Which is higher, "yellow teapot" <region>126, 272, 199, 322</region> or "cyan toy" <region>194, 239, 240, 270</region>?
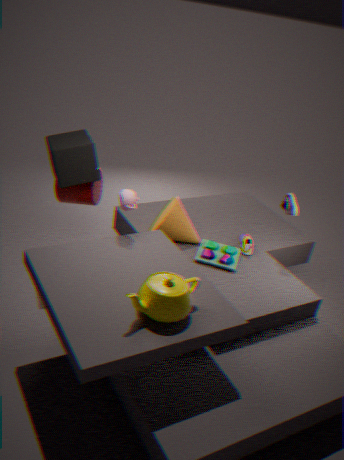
"yellow teapot" <region>126, 272, 199, 322</region>
